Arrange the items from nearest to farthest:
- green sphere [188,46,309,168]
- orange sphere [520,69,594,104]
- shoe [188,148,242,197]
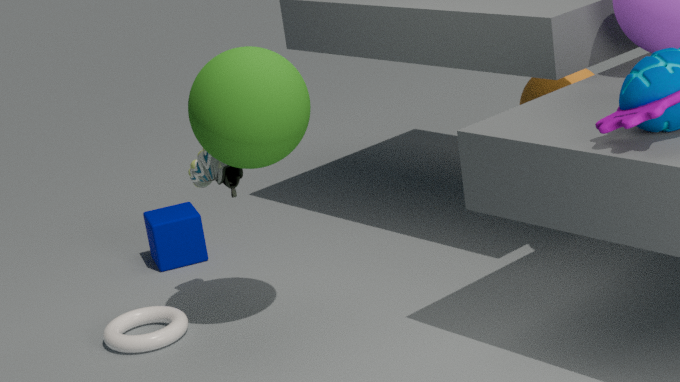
green sphere [188,46,309,168]
shoe [188,148,242,197]
orange sphere [520,69,594,104]
